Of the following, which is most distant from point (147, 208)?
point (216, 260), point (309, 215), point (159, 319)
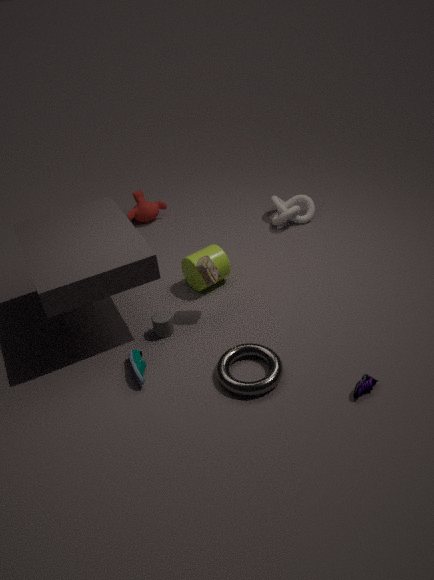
point (159, 319)
